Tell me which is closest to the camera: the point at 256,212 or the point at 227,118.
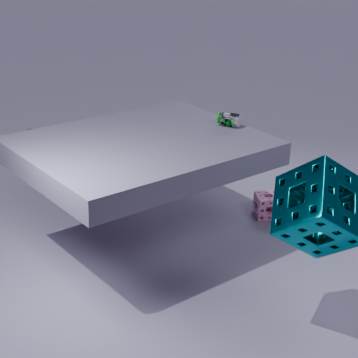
the point at 227,118
